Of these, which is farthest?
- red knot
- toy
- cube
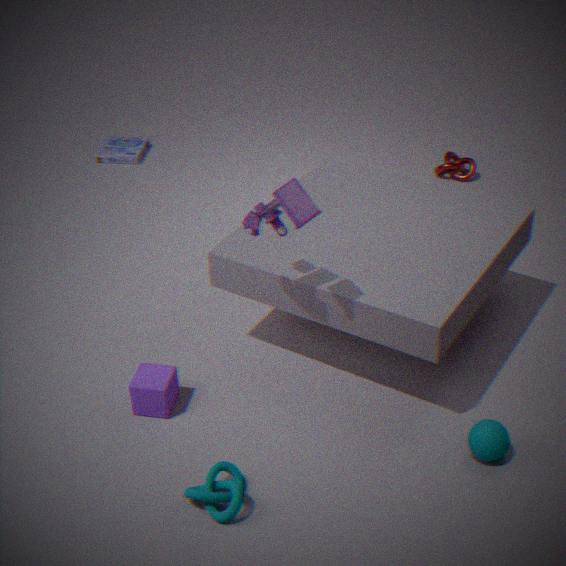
Answer: red knot
